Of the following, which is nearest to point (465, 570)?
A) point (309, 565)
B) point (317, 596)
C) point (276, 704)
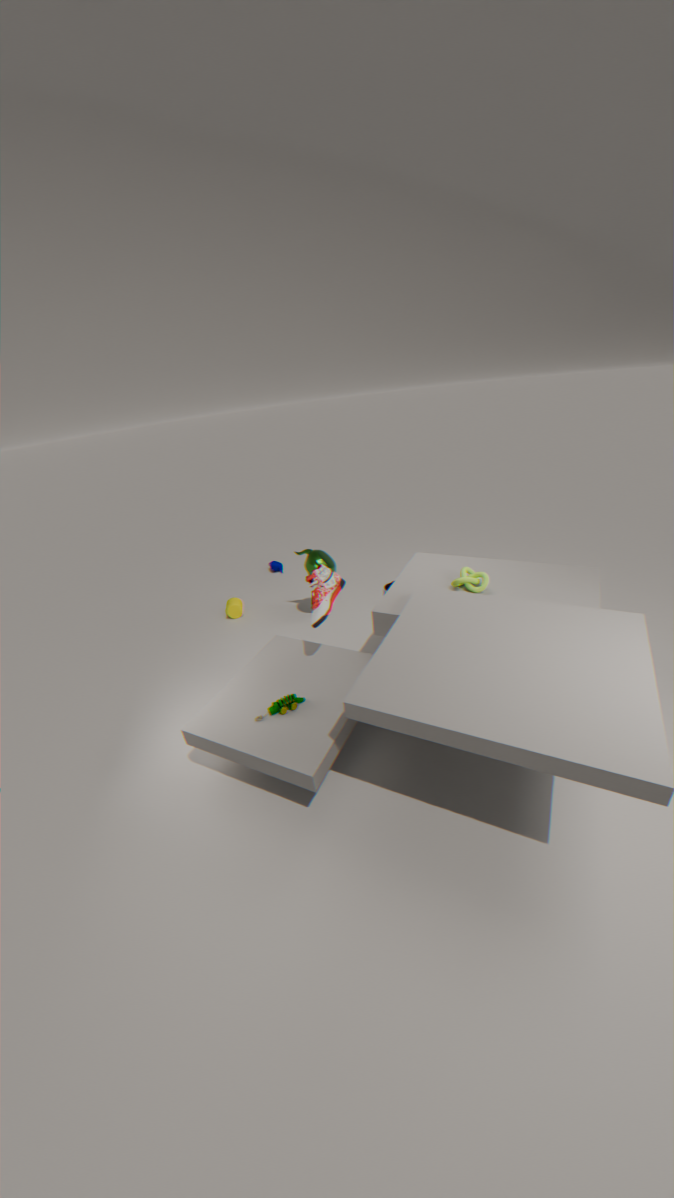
point (317, 596)
